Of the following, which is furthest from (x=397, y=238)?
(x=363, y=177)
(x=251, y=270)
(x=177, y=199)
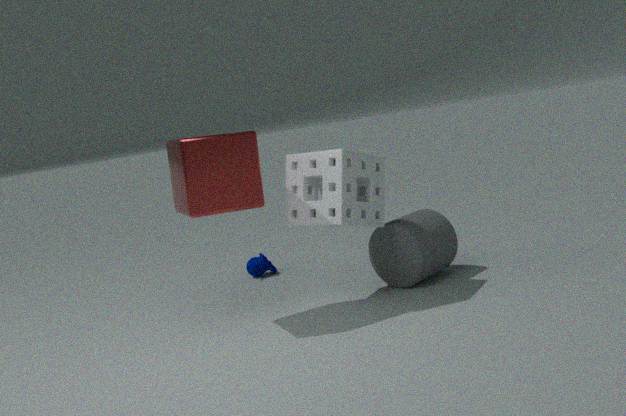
(x=177, y=199)
